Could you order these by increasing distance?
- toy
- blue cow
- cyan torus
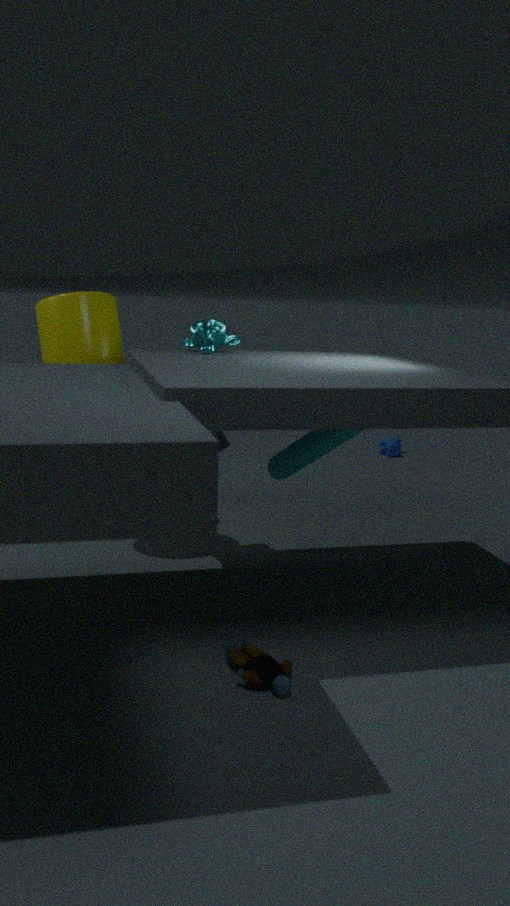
1. toy
2. cyan torus
3. blue cow
